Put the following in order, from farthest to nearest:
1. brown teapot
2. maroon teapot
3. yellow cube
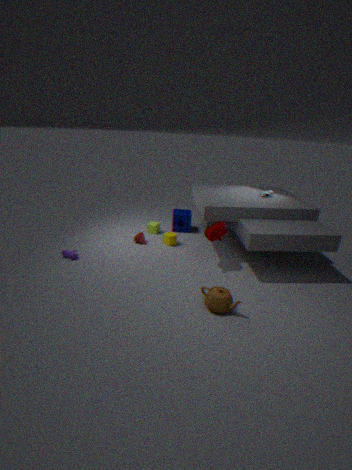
yellow cube → maroon teapot → brown teapot
